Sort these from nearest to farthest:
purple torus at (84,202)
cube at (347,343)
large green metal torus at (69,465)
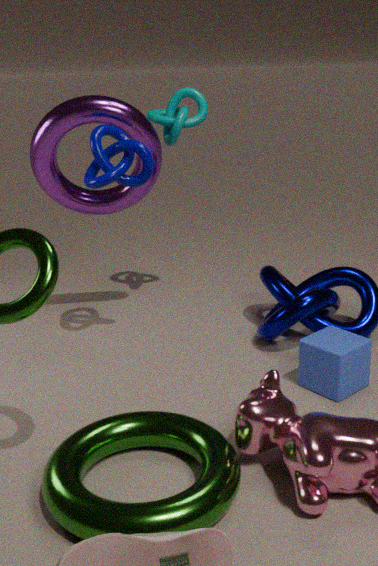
large green metal torus at (69,465) < cube at (347,343) < purple torus at (84,202)
